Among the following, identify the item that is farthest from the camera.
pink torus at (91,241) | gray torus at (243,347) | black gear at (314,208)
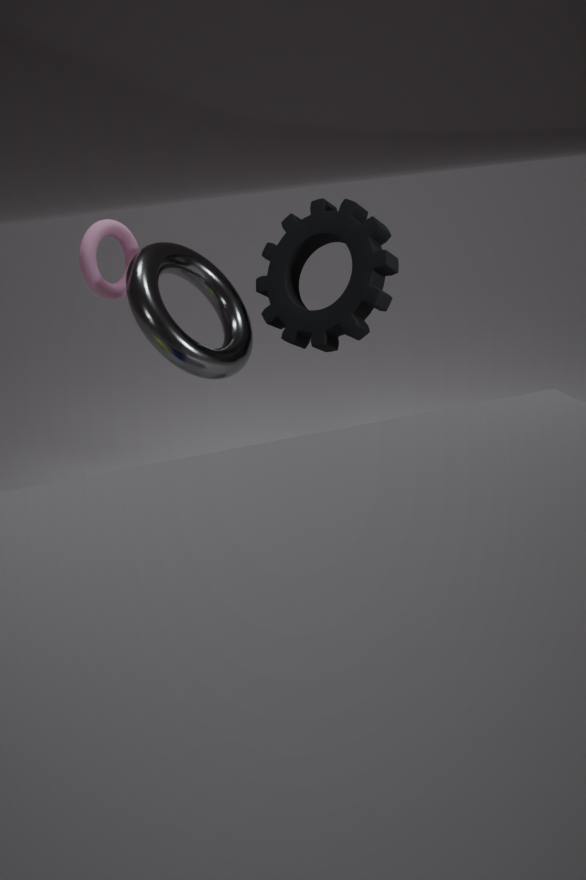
black gear at (314,208)
